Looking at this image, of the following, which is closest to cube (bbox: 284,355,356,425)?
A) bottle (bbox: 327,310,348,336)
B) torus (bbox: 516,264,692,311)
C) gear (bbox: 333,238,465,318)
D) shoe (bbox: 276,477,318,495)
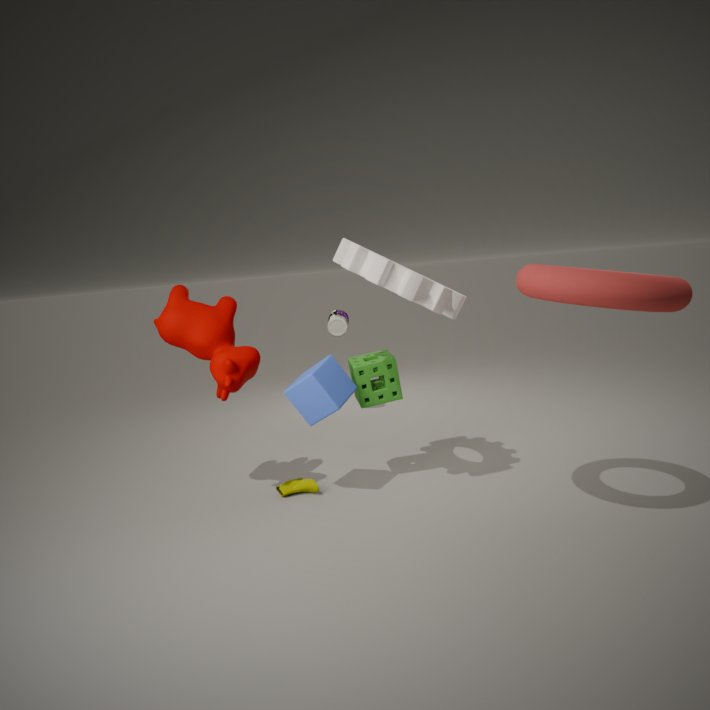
shoe (bbox: 276,477,318,495)
